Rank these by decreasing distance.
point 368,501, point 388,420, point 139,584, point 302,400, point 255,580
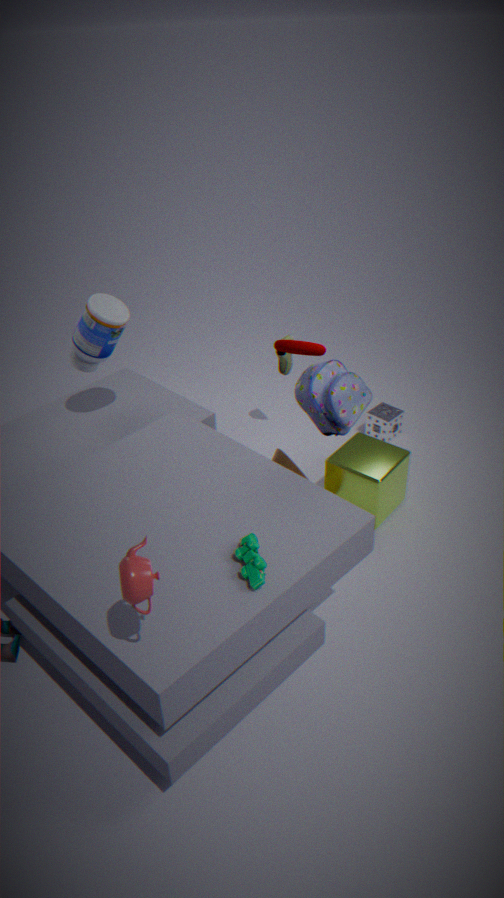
point 388,420, point 368,501, point 302,400, point 255,580, point 139,584
